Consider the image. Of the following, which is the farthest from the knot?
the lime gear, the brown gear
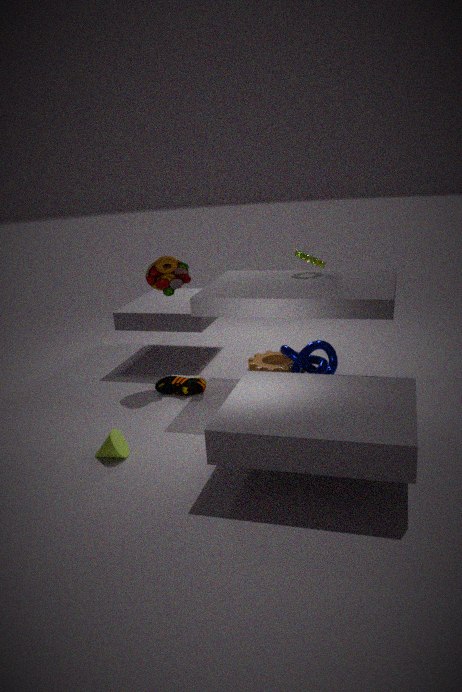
the lime gear
